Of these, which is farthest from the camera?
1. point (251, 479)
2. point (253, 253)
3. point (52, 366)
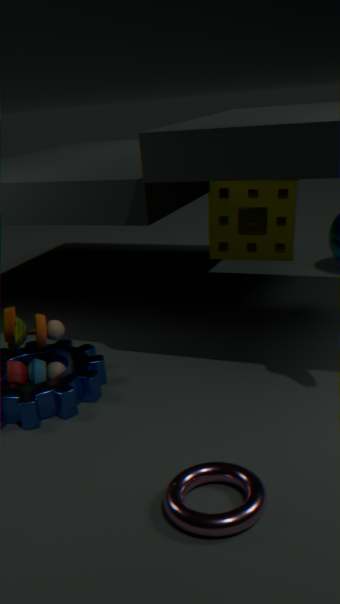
point (253, 253)
